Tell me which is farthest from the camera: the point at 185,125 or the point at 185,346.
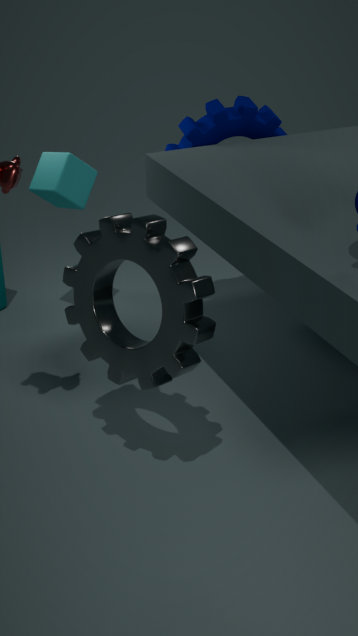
the point at 185,125
